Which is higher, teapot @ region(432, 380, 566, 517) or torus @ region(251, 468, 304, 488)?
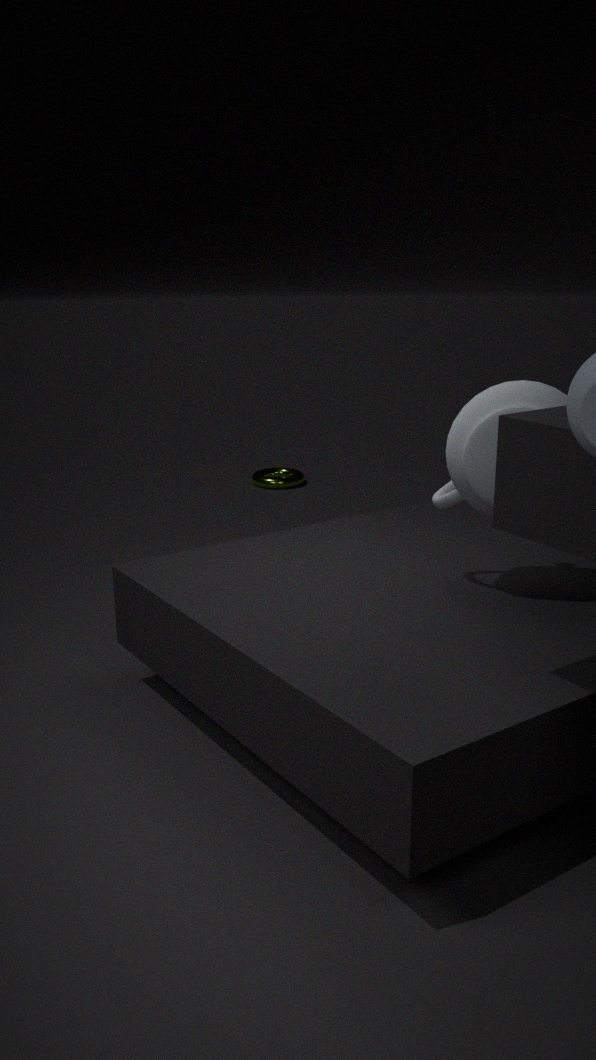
teapot @ region(432, 380, 566, 517)
